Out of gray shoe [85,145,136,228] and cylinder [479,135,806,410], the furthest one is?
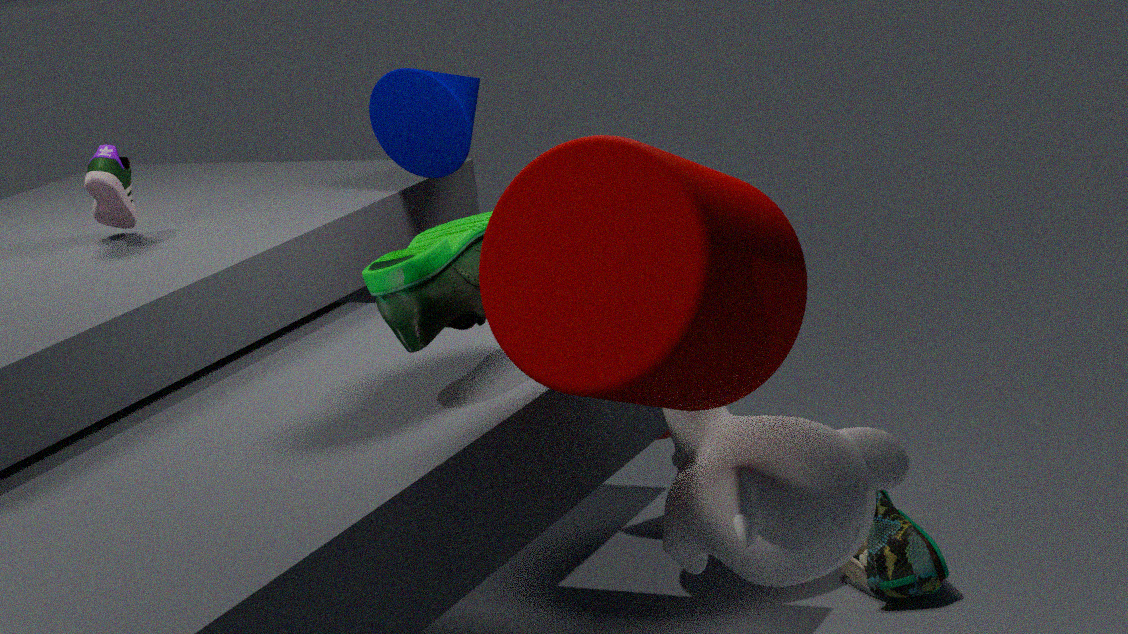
gray shoe [85,145,136,228]
